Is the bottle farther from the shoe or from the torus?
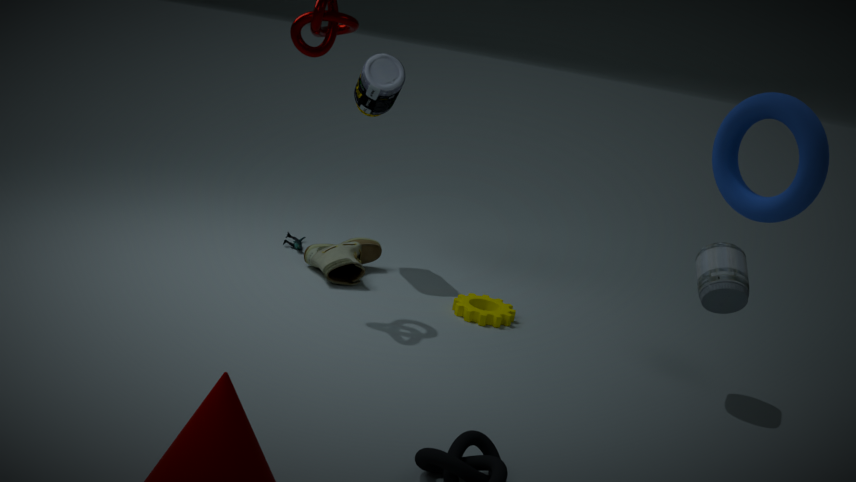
the torus
